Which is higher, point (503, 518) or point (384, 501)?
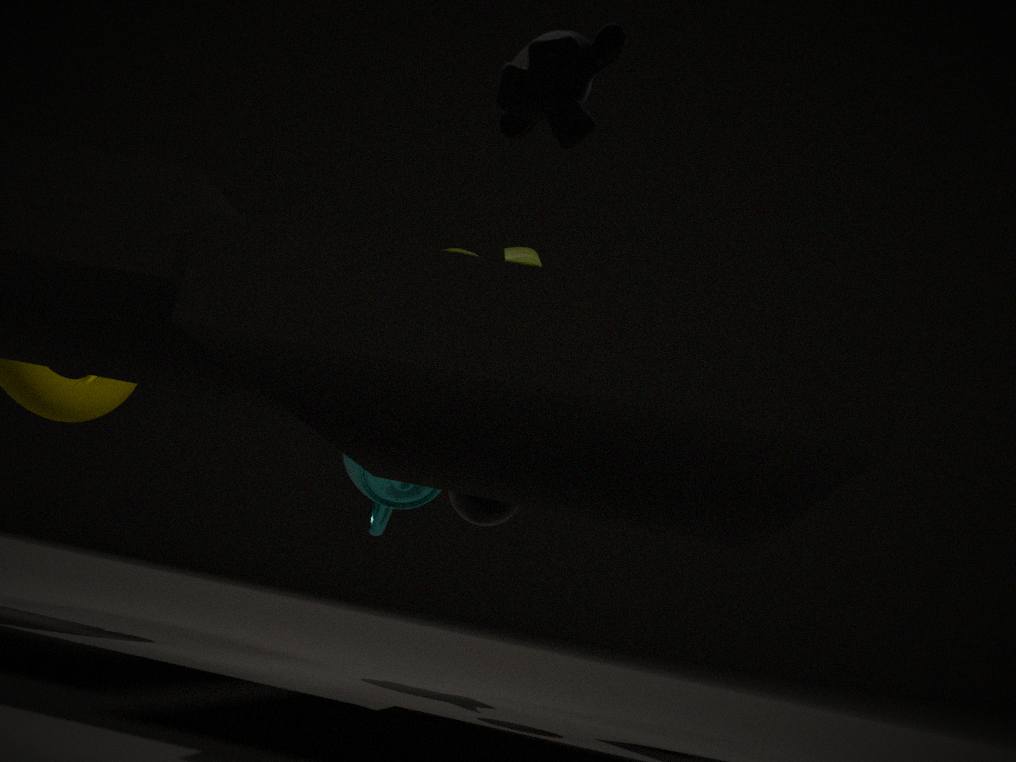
point (384, 501)
